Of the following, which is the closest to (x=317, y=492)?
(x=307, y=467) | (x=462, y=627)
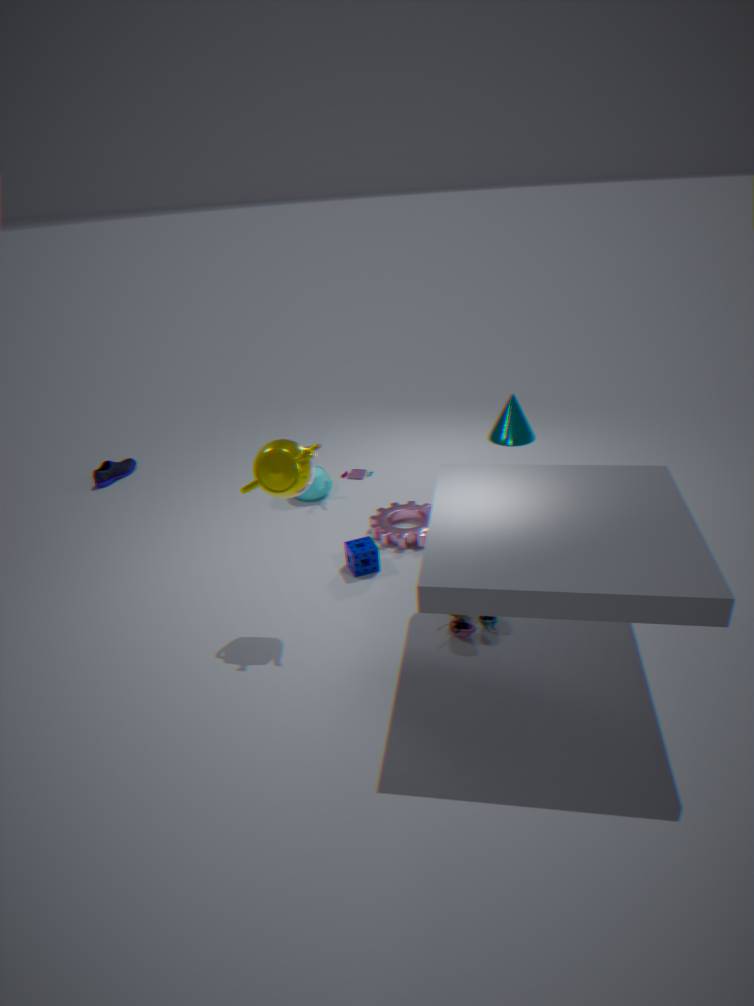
(x=307, y=467)
